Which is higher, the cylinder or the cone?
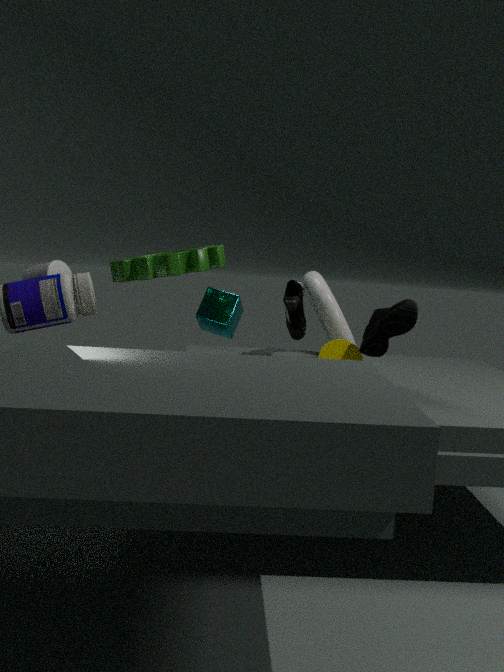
the cylinder
